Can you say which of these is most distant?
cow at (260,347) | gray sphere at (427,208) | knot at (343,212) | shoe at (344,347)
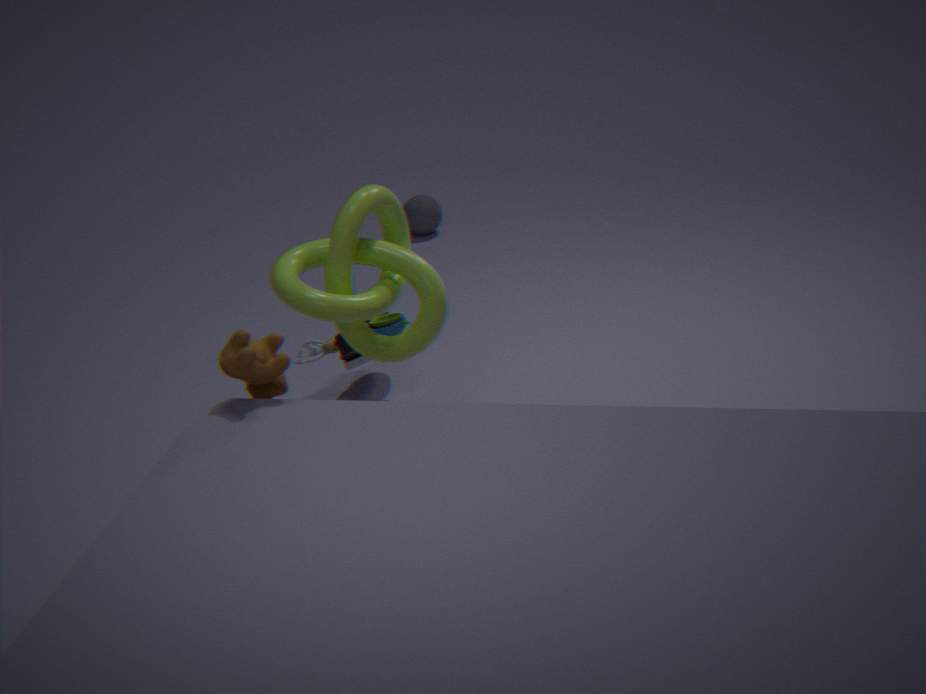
gray sphere at (427,208)
